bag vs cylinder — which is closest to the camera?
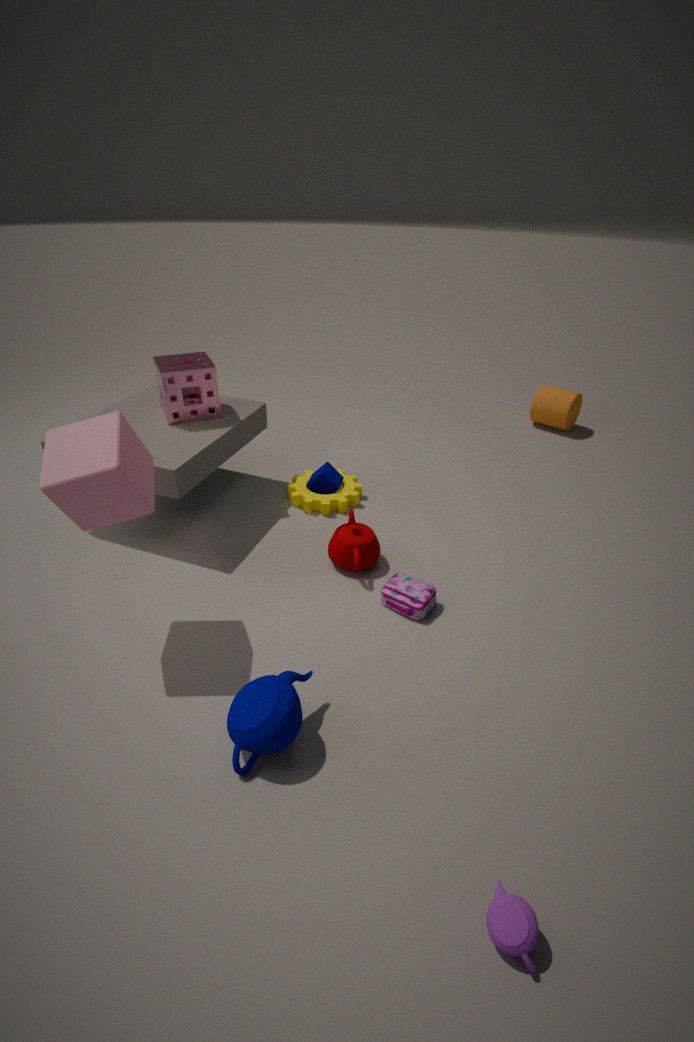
bag
